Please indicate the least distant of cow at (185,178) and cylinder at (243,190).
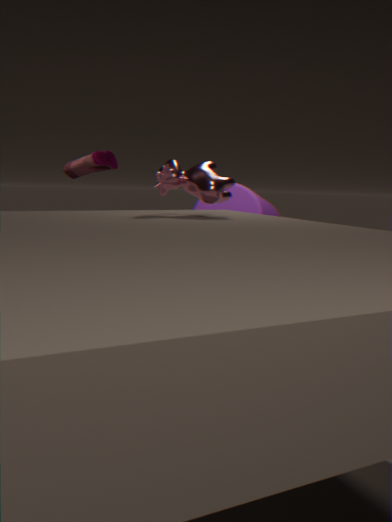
cow at (185,178)
